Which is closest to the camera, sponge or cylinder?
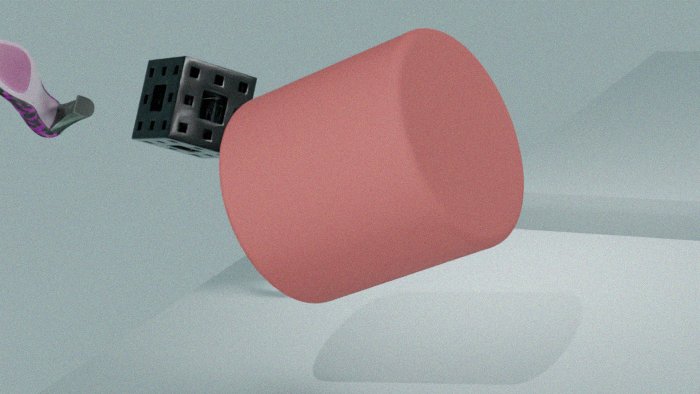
cylinder
